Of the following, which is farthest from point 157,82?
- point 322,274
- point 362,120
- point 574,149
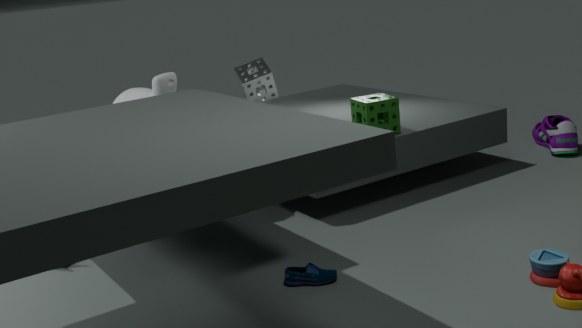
point 574,149
